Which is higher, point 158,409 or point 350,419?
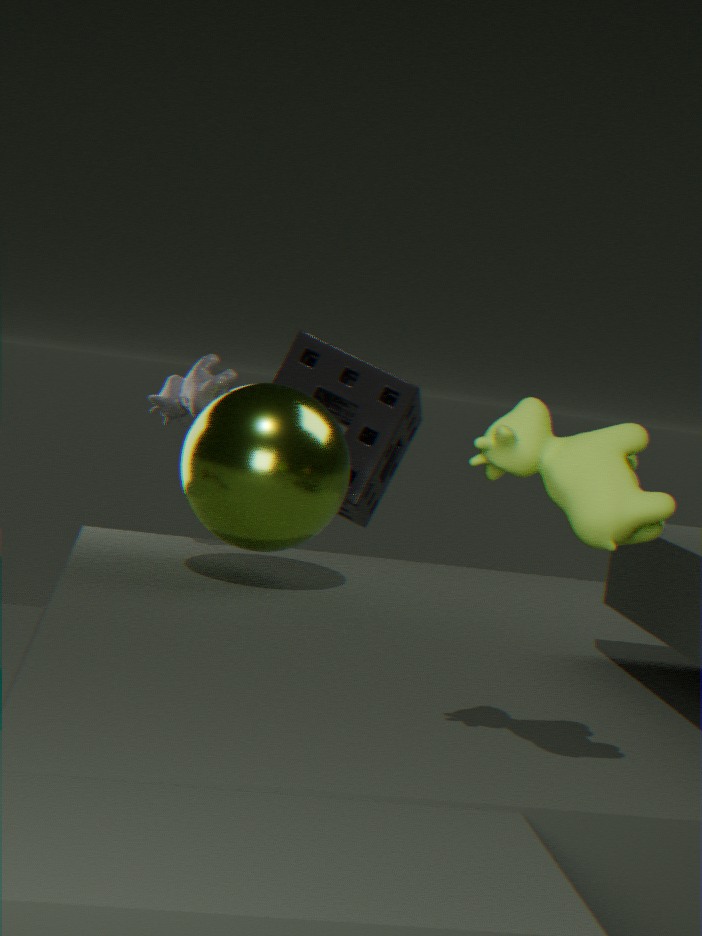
point 158,409
